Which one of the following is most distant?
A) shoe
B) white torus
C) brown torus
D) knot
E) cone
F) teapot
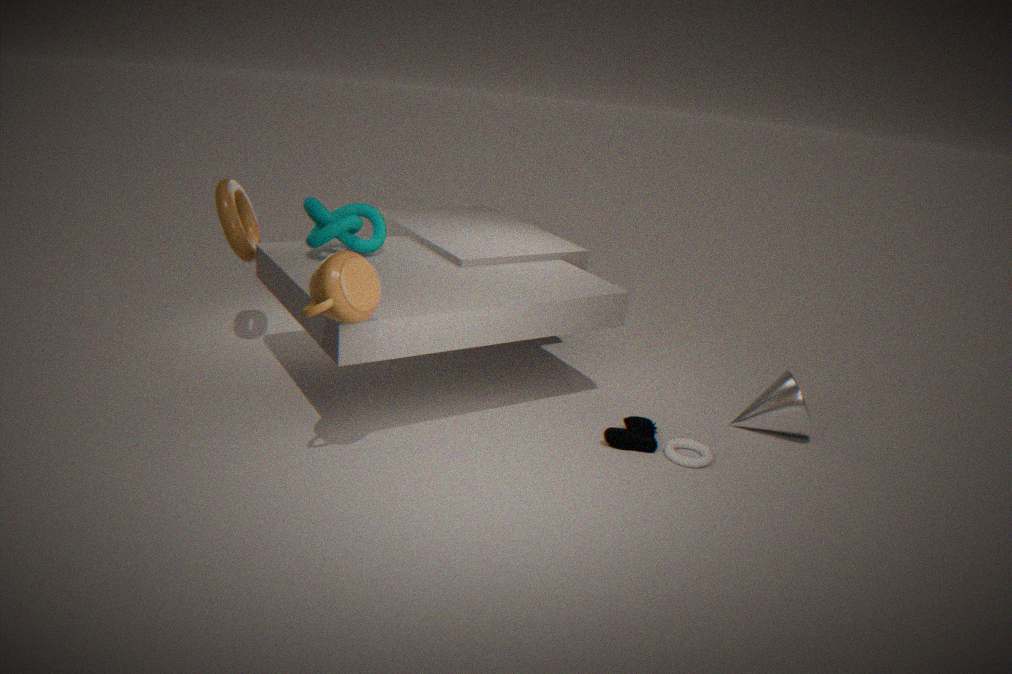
brown torus
